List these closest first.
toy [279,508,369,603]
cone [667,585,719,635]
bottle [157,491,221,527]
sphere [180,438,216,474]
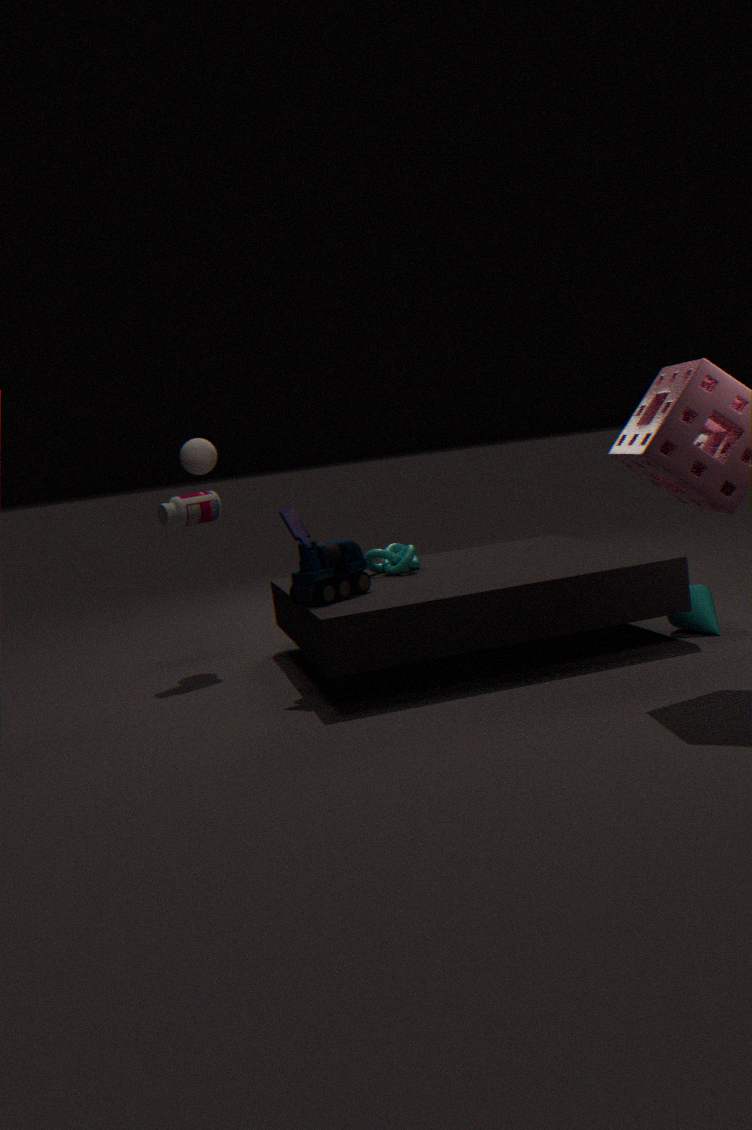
toy [279,508,369,603]
cone [667,585,719,635]
bottle [157,491,221,527]
sphere [180,438,216,474]
